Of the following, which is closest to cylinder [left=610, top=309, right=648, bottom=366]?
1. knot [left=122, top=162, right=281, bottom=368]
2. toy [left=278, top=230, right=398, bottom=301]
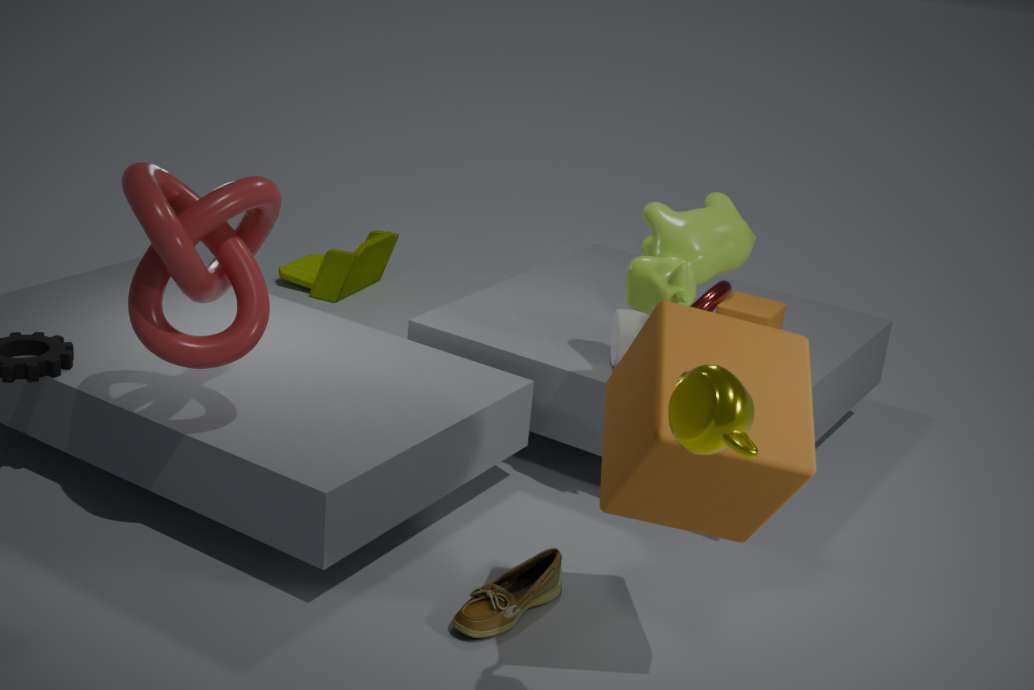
knot [left=122, top=162, right=281, bottom=368]
